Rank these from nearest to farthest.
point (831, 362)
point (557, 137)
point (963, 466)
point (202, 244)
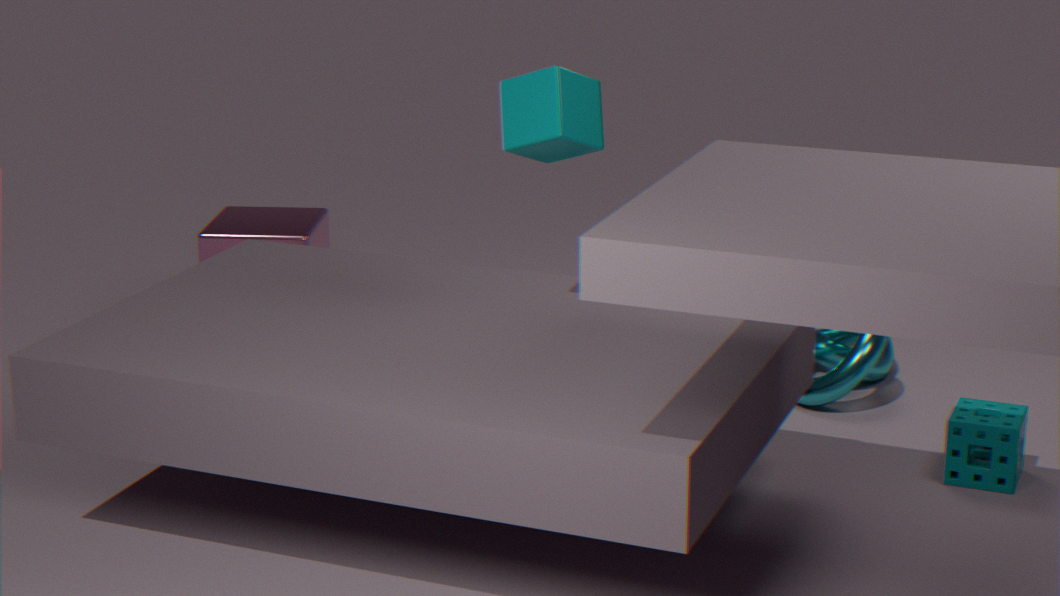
point (557, 137) < point (963, 466) < point (831, 362) < point (202, 244)
